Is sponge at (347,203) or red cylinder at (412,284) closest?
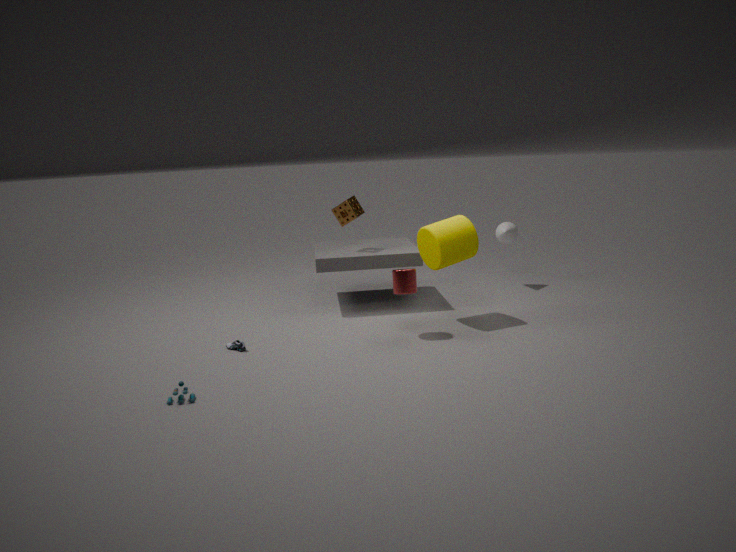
red cylinder at (412,284)
